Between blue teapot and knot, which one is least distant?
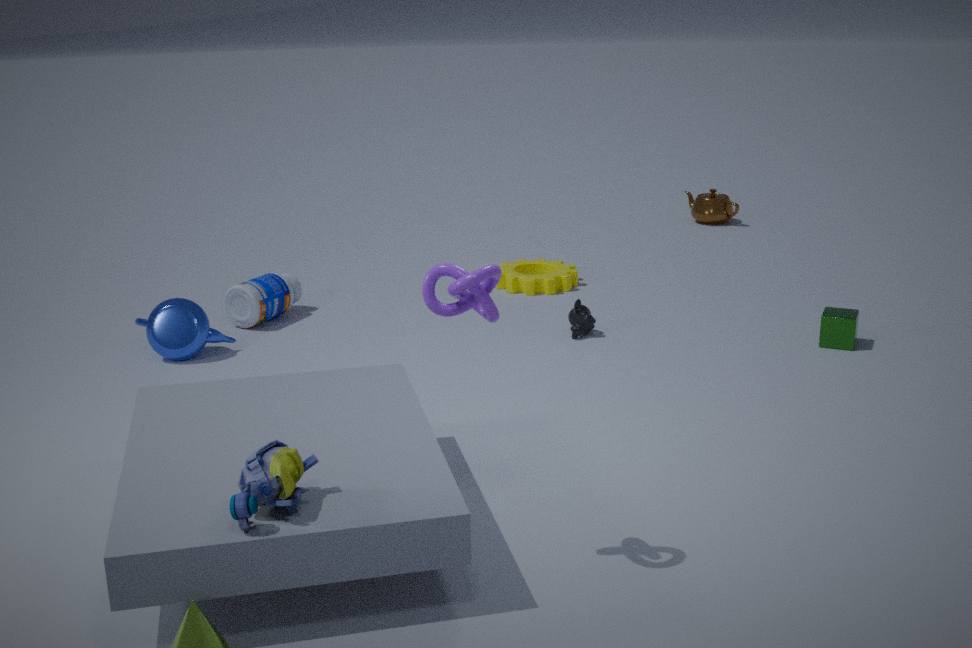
knot
